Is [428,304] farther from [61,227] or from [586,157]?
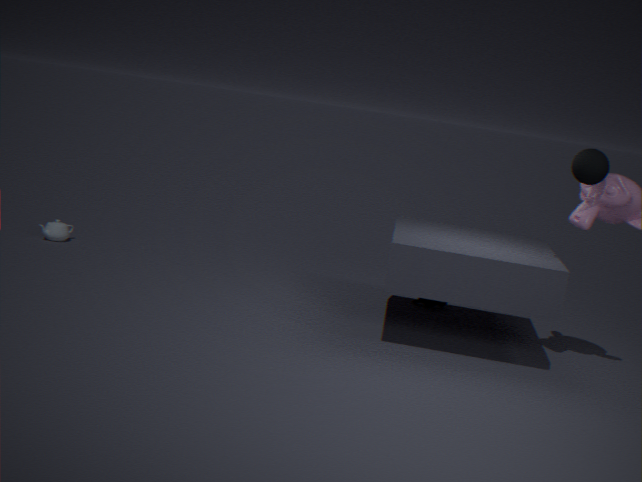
[61,227]
